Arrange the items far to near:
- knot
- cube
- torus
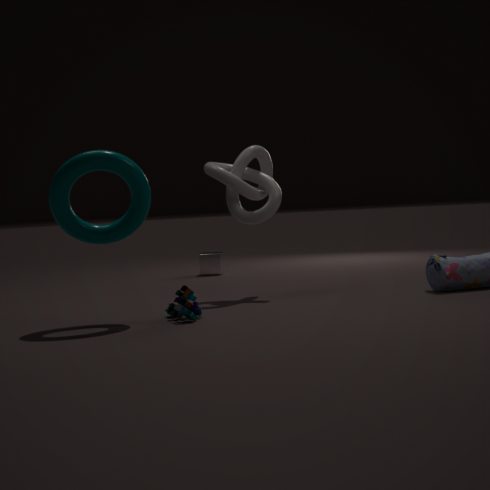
1. cube
2. knot
3. torus
